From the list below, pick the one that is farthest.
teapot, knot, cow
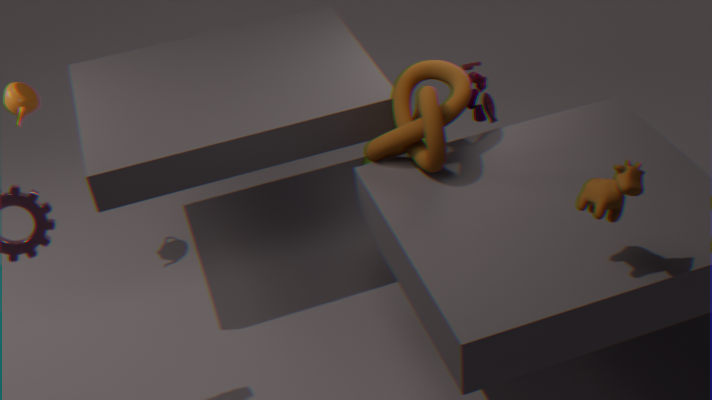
teapot
